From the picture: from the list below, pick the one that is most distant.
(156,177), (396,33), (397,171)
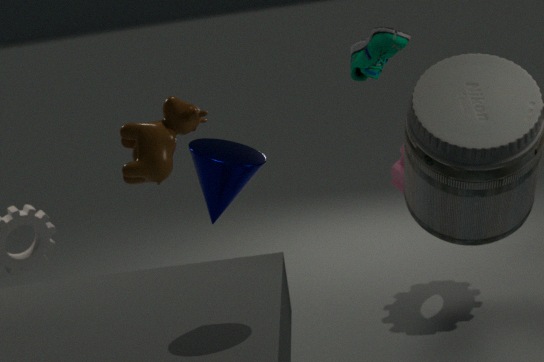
(397,171)
